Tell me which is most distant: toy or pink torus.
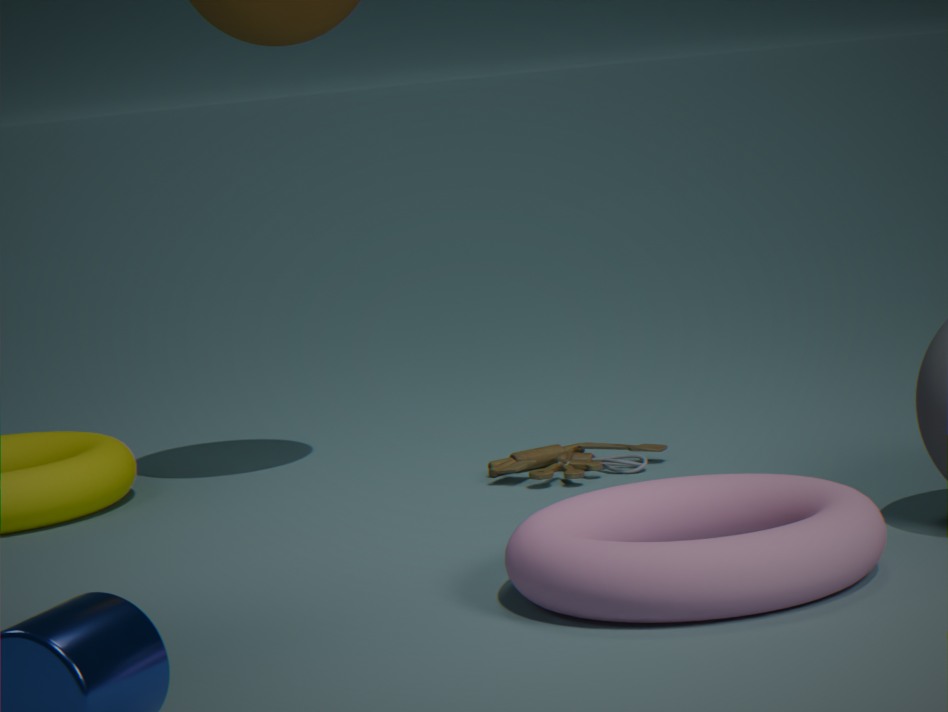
toy
